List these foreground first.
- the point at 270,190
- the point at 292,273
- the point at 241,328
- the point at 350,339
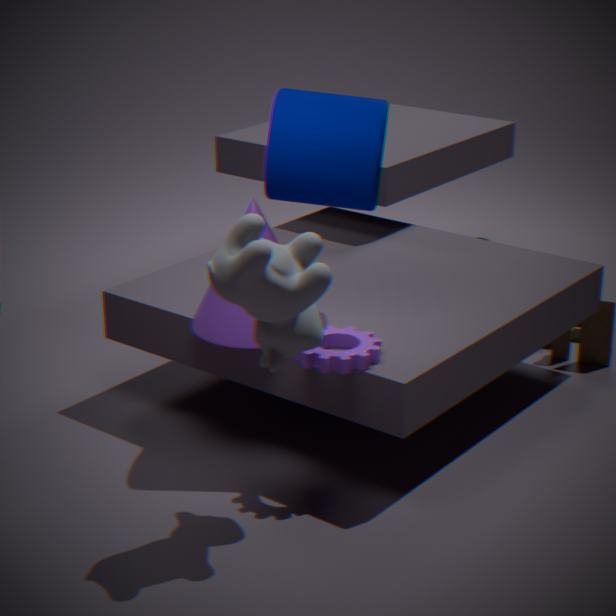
the point at 292,273 < the point at 350,339 < the point at 241,328 < the point at 270,190
